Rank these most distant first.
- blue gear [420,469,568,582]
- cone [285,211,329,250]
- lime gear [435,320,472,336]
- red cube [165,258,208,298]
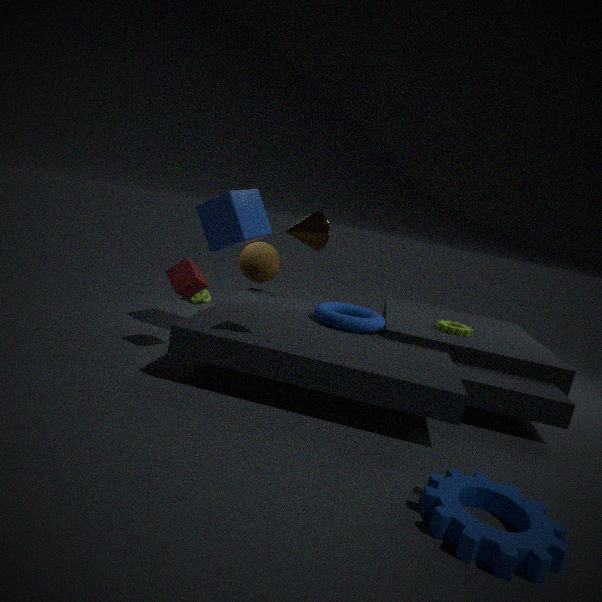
lime gear [435,320,472,336], red cube [165,258,208,298], cone [285,211,329,250], blue gear [420,469,568,582]
